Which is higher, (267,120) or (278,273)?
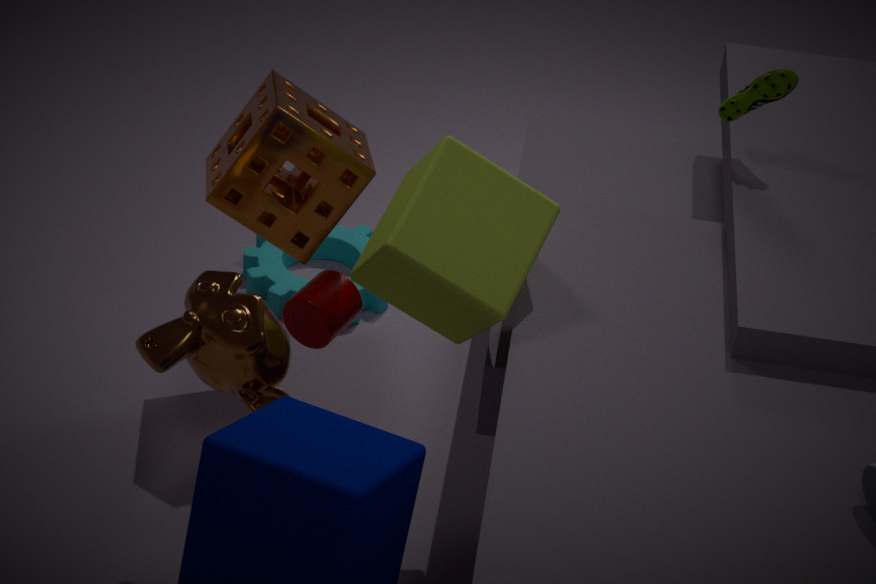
(267,120)
